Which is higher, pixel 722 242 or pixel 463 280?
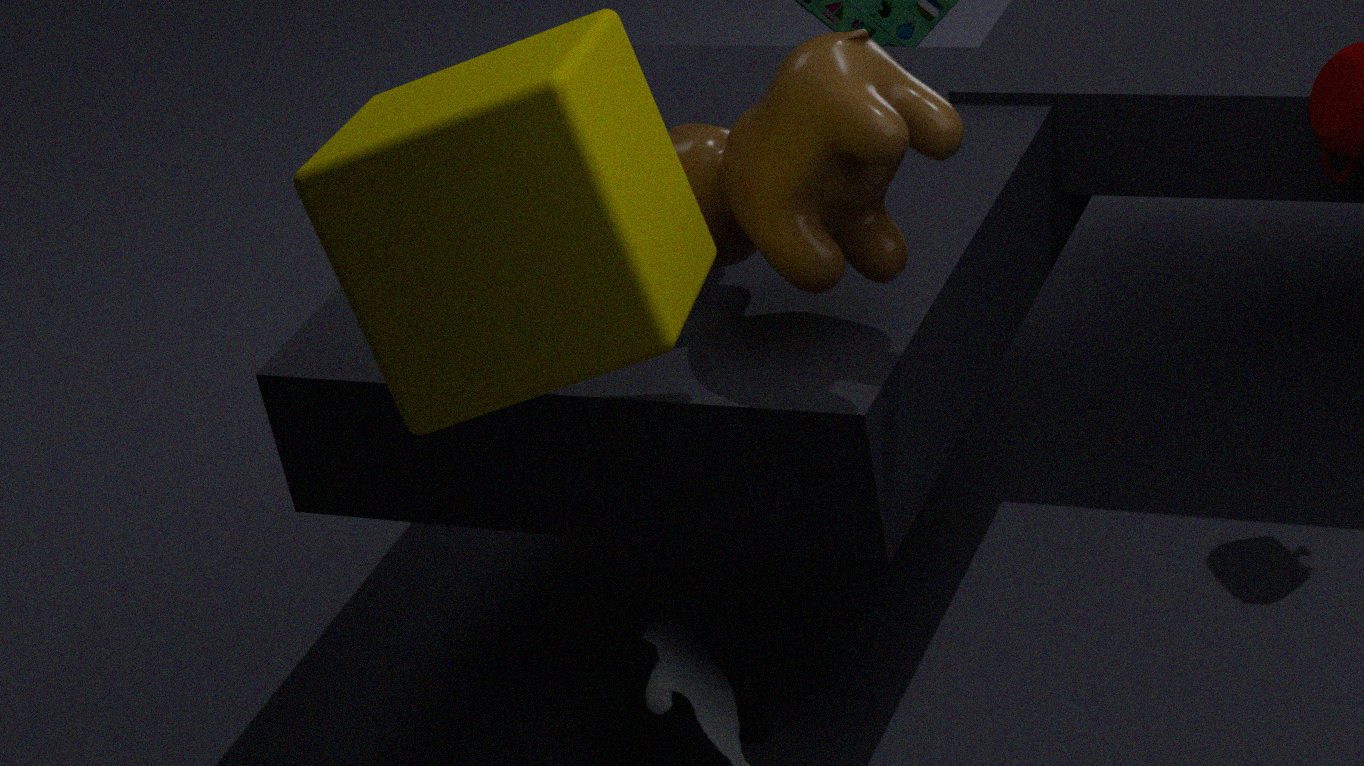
pixel 463 280
